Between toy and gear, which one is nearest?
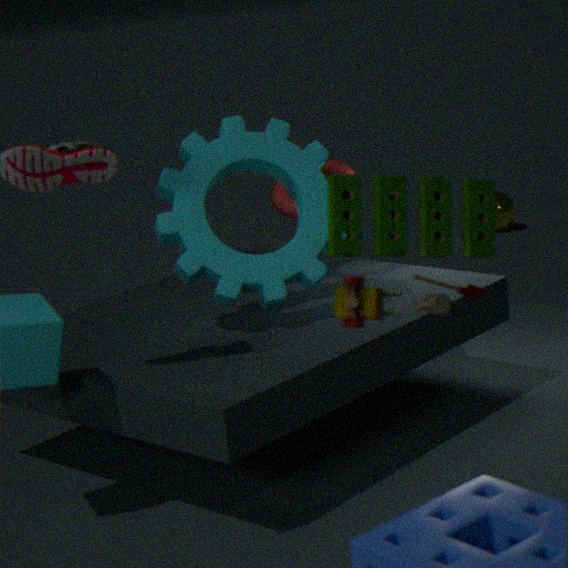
toy
